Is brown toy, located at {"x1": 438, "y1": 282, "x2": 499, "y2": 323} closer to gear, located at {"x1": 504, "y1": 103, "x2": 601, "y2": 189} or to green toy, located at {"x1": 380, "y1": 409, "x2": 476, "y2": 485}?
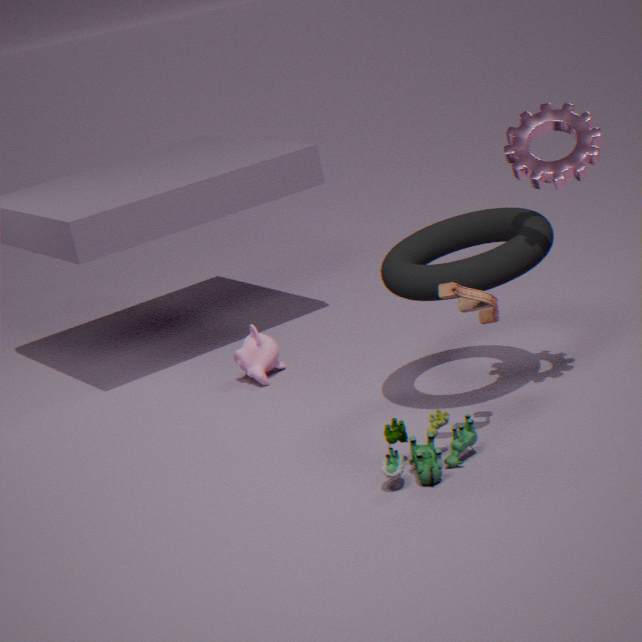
green toy, located at {"x1": 380, "y1": 409, "x2": 476, "y2": 485}
